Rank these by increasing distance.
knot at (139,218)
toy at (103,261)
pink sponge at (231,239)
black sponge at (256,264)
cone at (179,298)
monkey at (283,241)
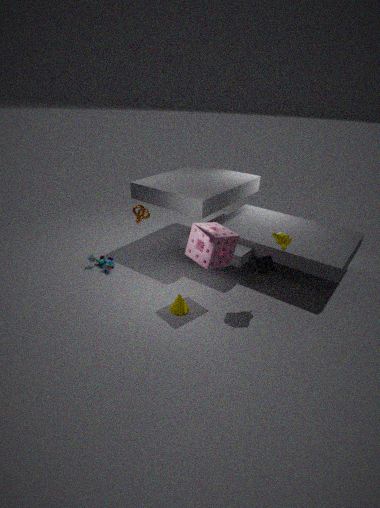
pink sponge at (231,239)
black sponge at (256,264)
monkey at (283,241)
cone at (179,298)
toy at (103,261)
knot at (139,218)
